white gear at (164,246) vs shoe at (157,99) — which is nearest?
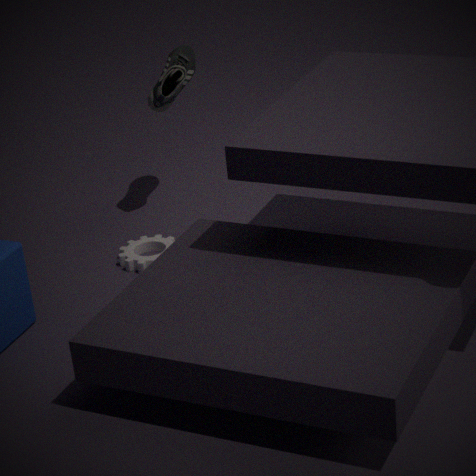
white gear at (164,246)
